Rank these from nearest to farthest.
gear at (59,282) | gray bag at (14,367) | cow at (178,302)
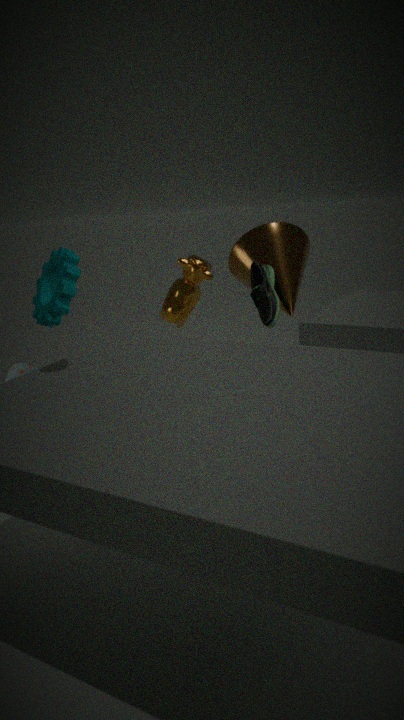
gear at (59,282) < gray bag at (14,367) < cow at (178,302)
